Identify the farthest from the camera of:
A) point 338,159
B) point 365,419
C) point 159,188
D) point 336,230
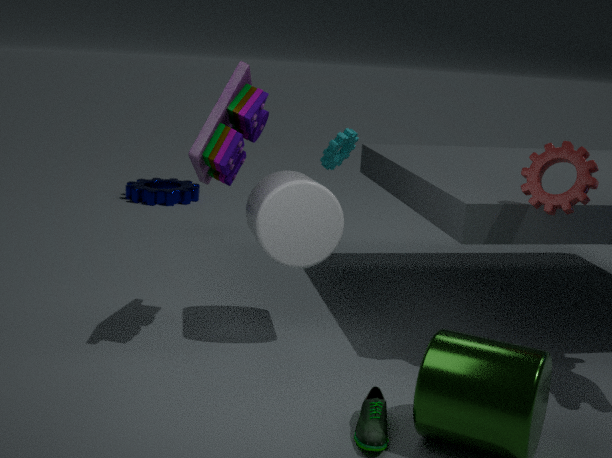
point 159,188
